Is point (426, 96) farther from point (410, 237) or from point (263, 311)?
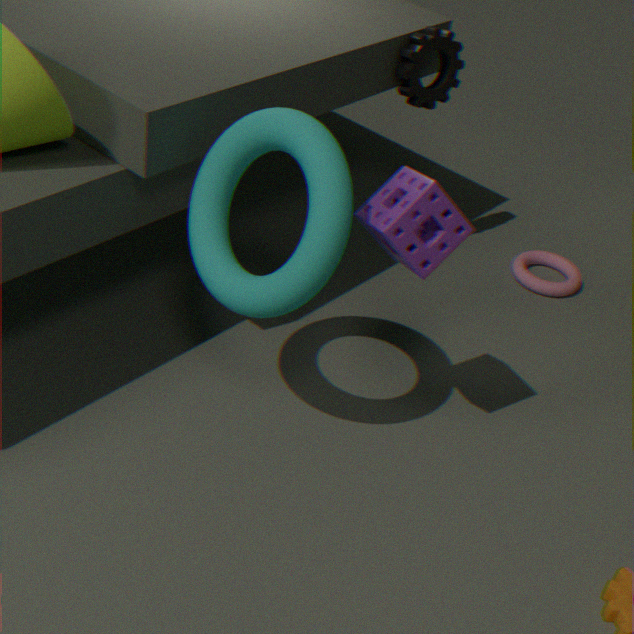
point (263, 311)
